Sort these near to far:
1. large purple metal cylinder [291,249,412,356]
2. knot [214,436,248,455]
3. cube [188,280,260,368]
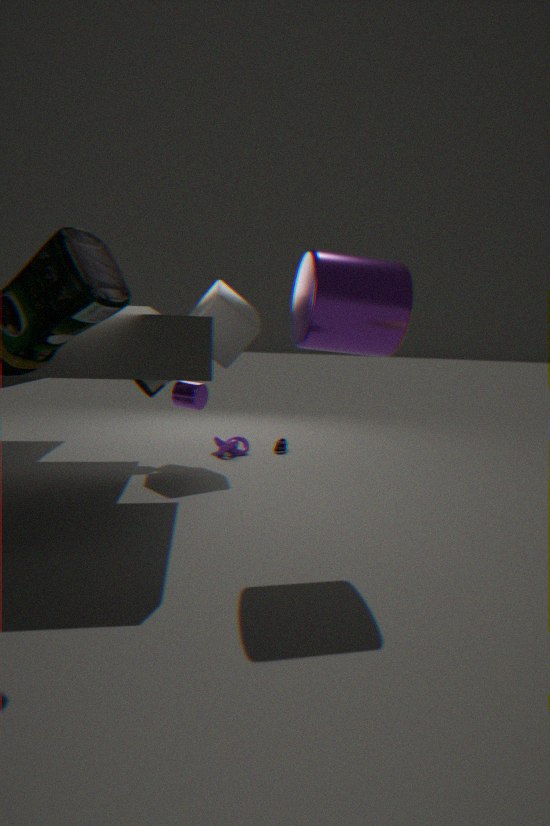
large purple metal cylinder [291,249,412,356]
cube [188,280,260,368]
knot [214,436,248,455]
